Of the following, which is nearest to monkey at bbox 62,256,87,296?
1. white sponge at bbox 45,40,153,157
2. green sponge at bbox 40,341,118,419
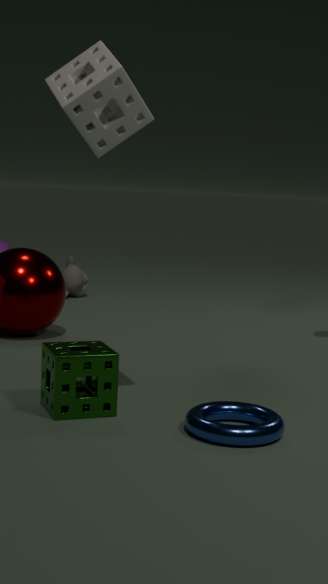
green sponge at bbox 40,341,118,419
